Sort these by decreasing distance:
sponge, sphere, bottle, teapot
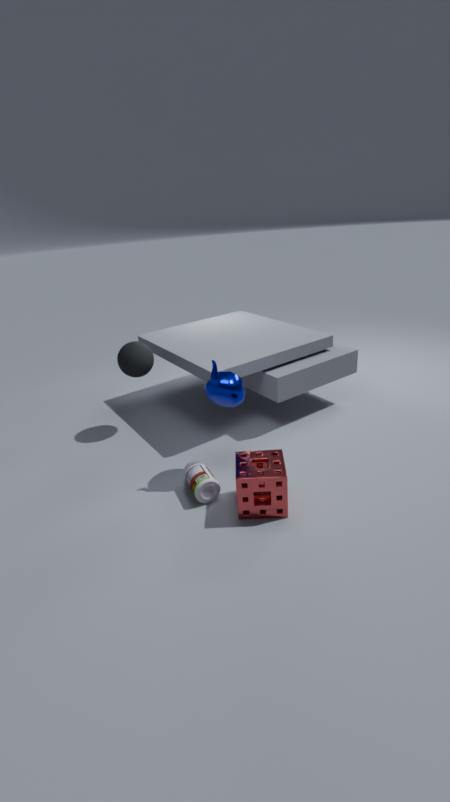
sphere < teapot < bottle < sponge
